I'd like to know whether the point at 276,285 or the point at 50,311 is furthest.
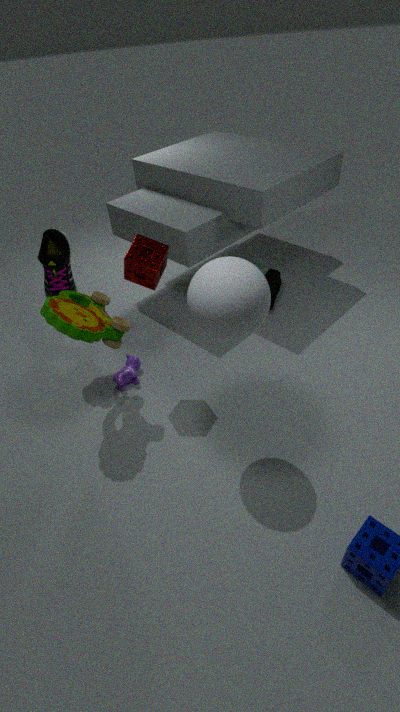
the point at 276,285
